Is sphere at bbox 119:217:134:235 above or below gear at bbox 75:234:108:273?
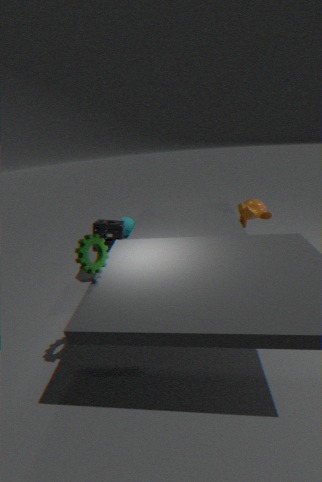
below
